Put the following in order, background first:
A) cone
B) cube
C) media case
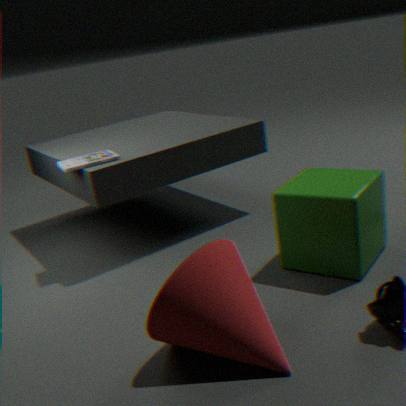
media case
cube
cone
